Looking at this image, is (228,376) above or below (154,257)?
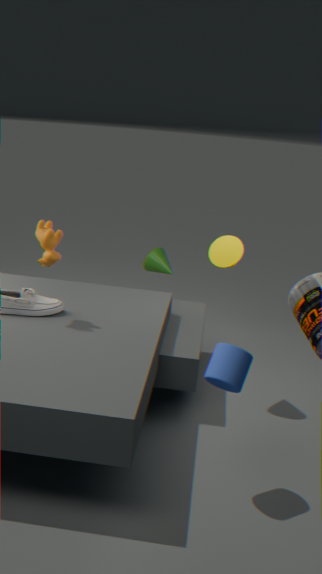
above
